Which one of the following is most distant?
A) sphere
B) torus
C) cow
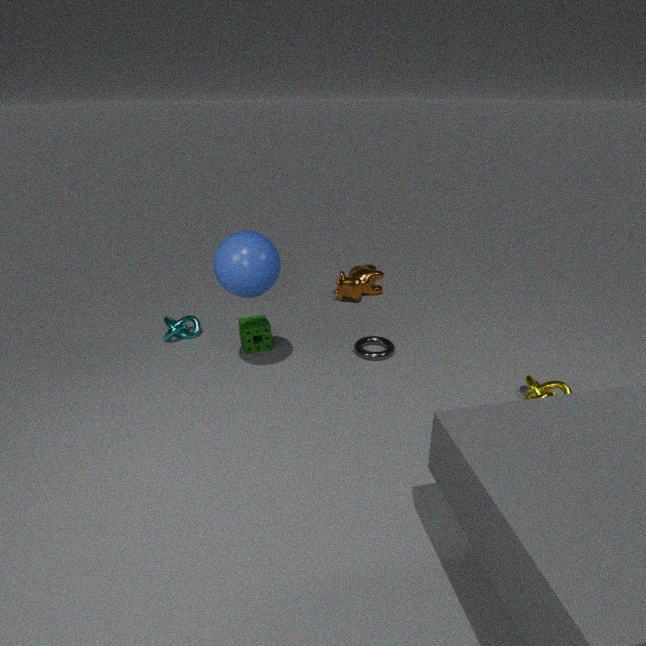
cow
